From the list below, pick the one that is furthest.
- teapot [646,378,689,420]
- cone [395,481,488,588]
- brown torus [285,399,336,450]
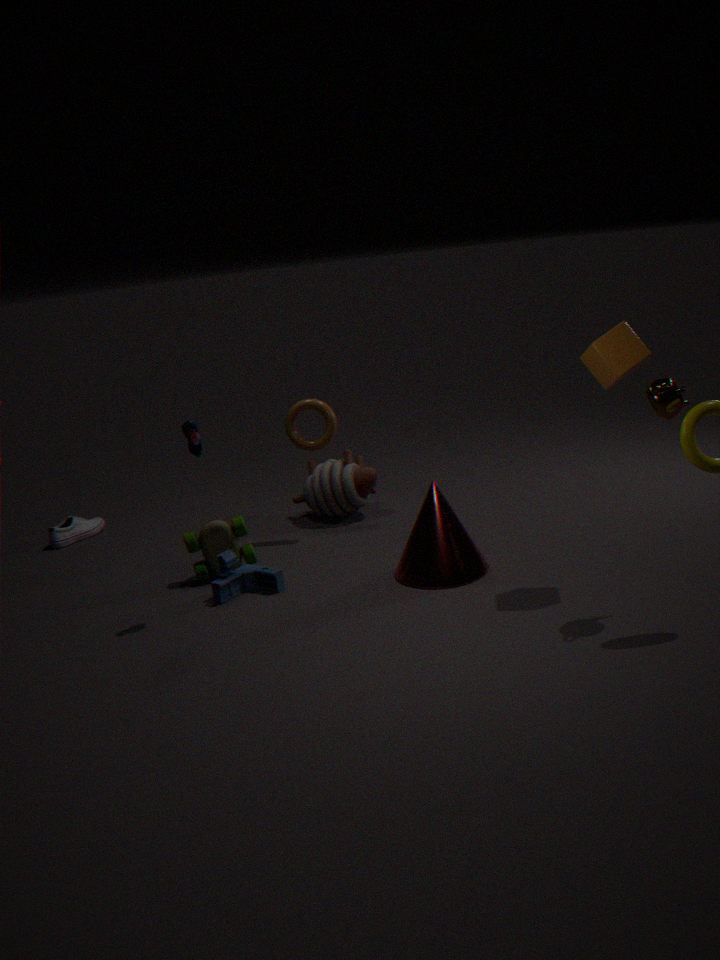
brown torus [285,399,336,450]
